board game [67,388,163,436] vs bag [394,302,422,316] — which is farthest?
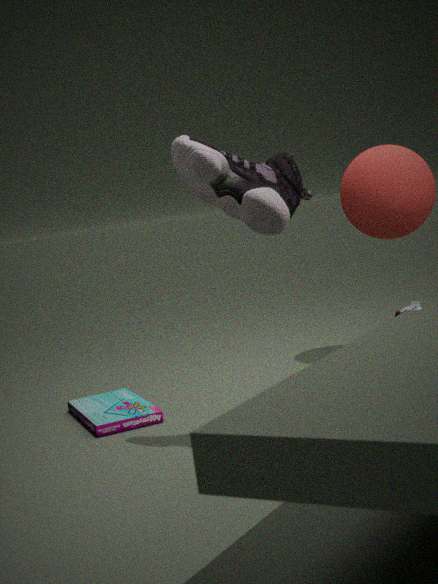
bag [394,302,422,316]
